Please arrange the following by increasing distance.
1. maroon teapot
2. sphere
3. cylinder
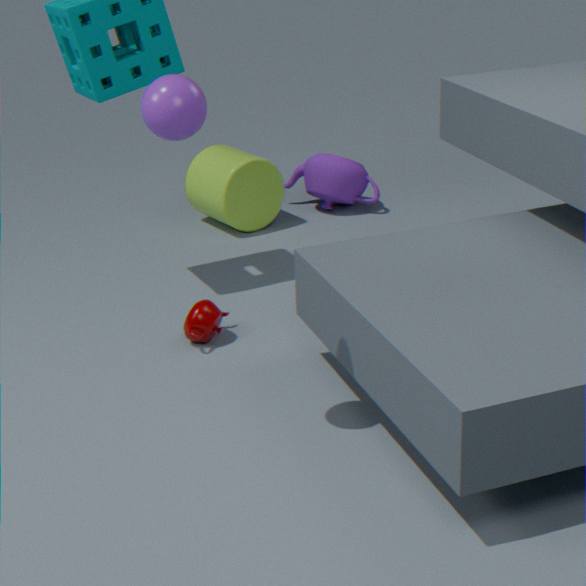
sphere → maroon teapot → cylinder
